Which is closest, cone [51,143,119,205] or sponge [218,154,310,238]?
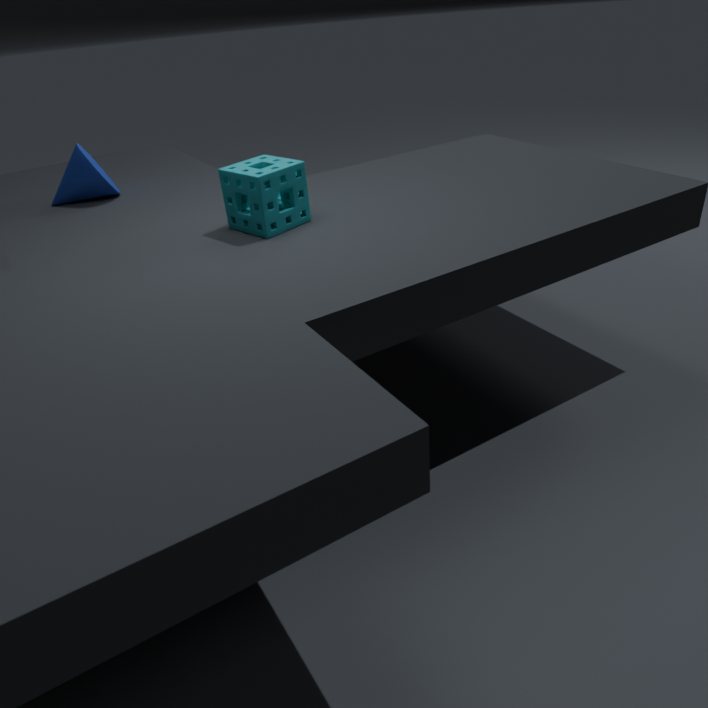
sponge [218,154,310,238]
